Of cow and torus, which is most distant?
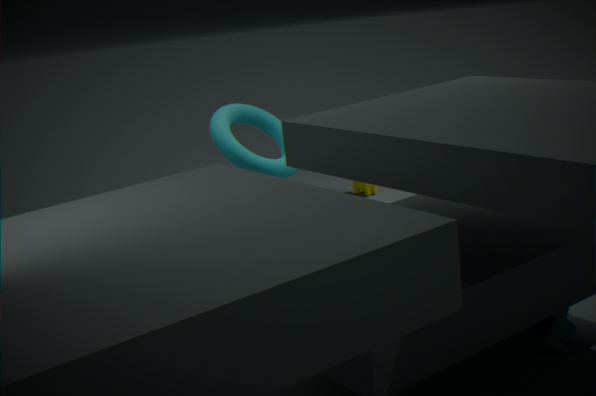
cow
